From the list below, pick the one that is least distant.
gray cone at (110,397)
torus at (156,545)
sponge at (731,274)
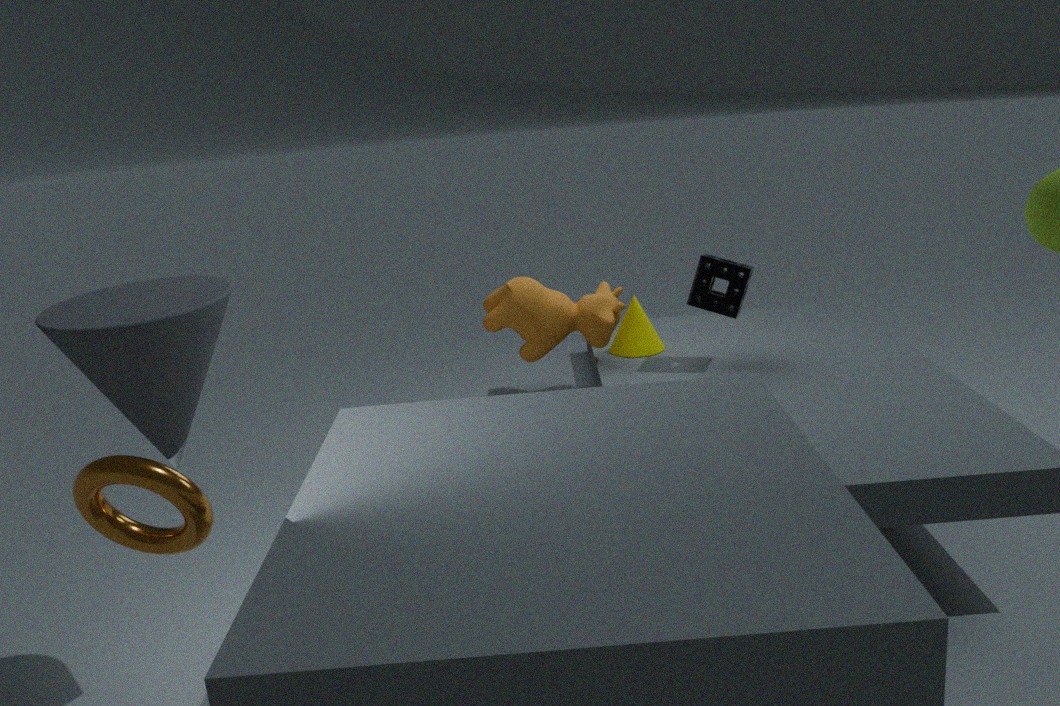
torus at (156,545)
